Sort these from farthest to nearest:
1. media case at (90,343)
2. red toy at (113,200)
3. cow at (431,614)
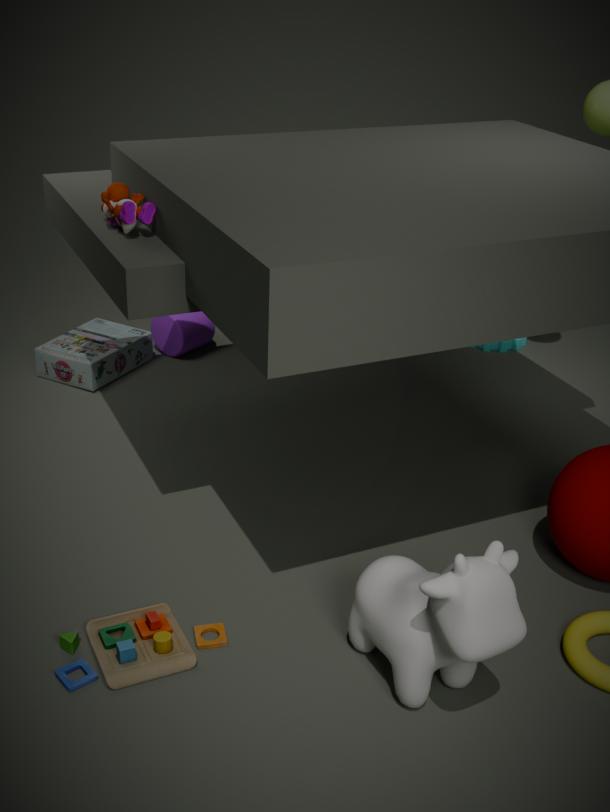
media case at (90,343) < red toy at (113,200) < cow at (431,614)
